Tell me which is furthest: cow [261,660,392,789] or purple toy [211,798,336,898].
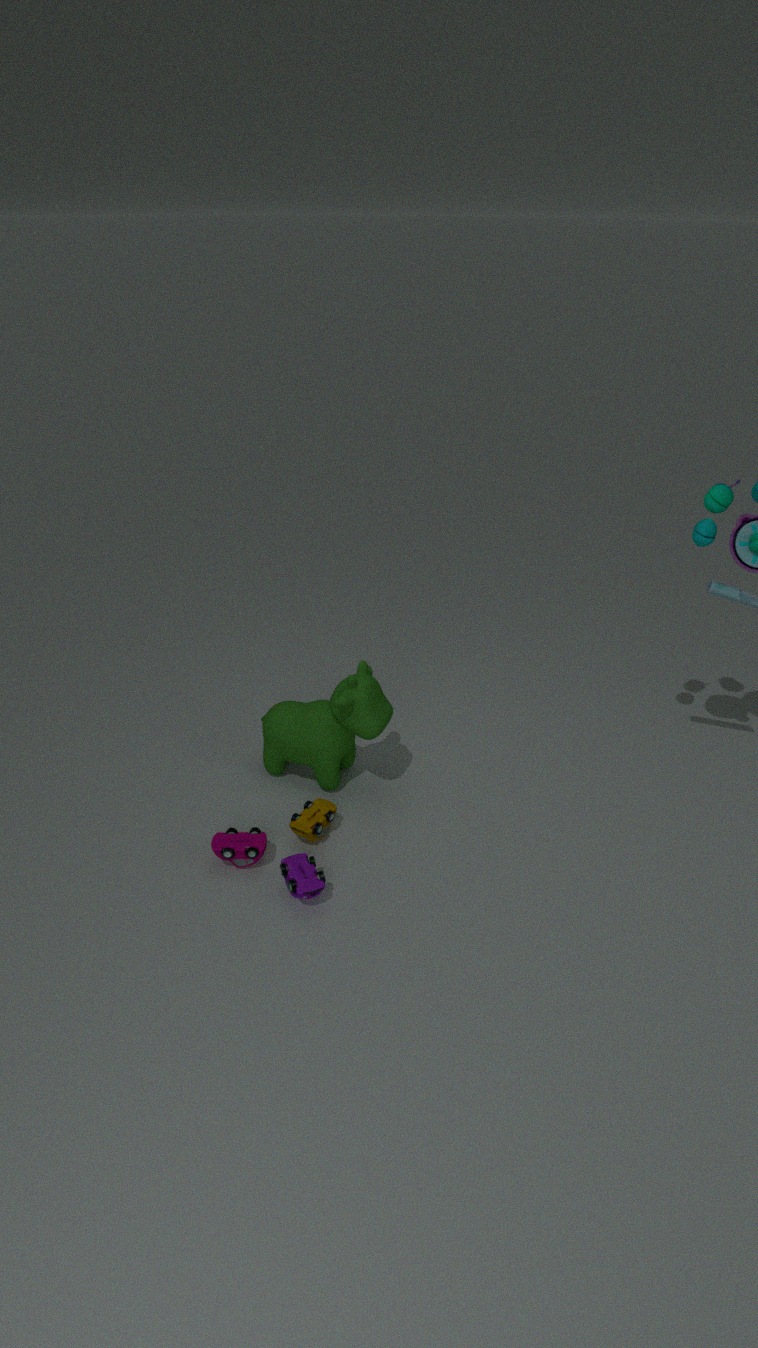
cow [261,660,392,789]
